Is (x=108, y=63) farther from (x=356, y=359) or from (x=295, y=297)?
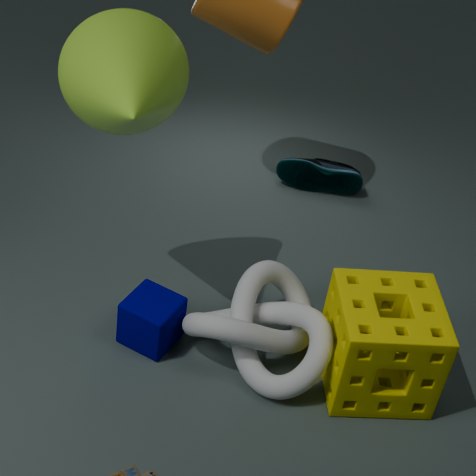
(x=356, y=359)
